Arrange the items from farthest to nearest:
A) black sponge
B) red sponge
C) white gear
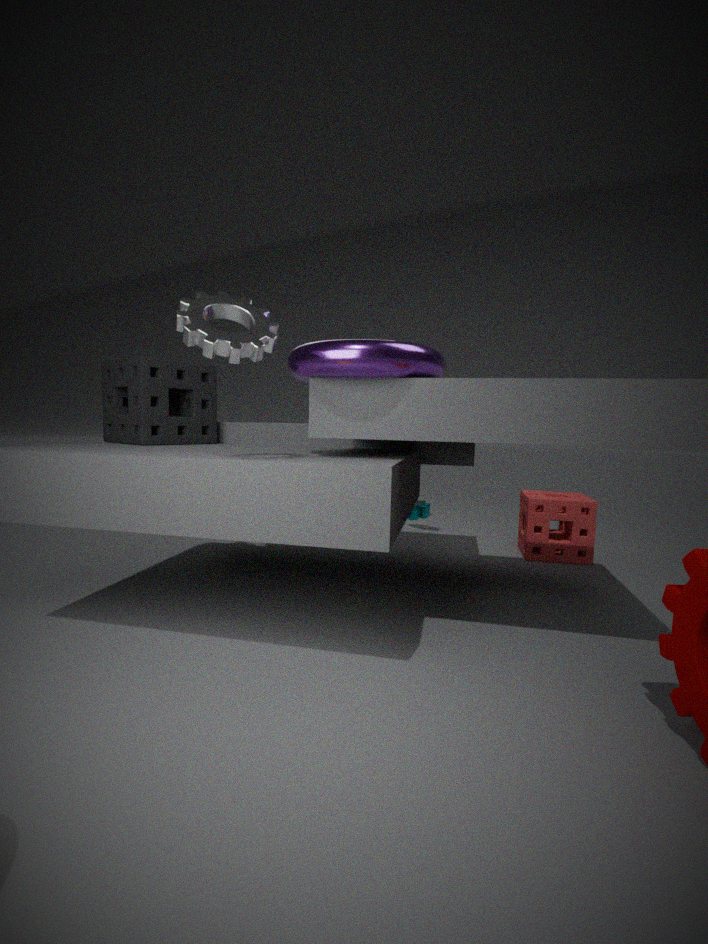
red sponge < black sponge < white gear
